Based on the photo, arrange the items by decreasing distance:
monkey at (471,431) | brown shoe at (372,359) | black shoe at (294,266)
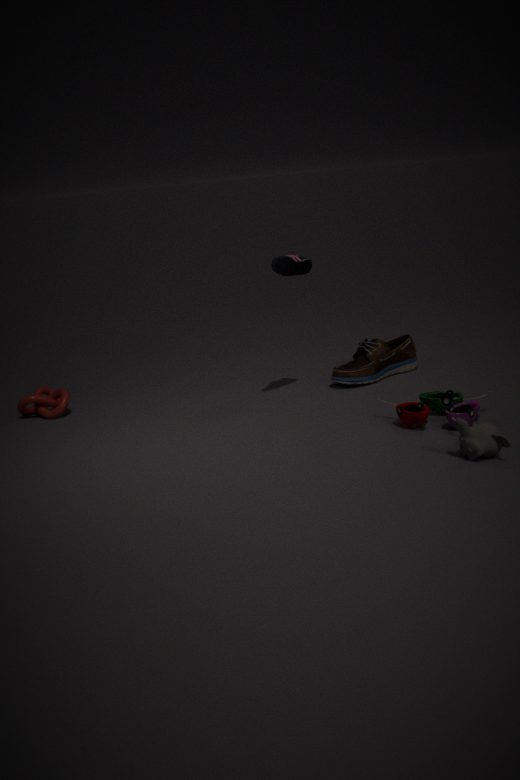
brown shoe at (372,359)
black shoe at (294,266)
monkey at (471,431)
